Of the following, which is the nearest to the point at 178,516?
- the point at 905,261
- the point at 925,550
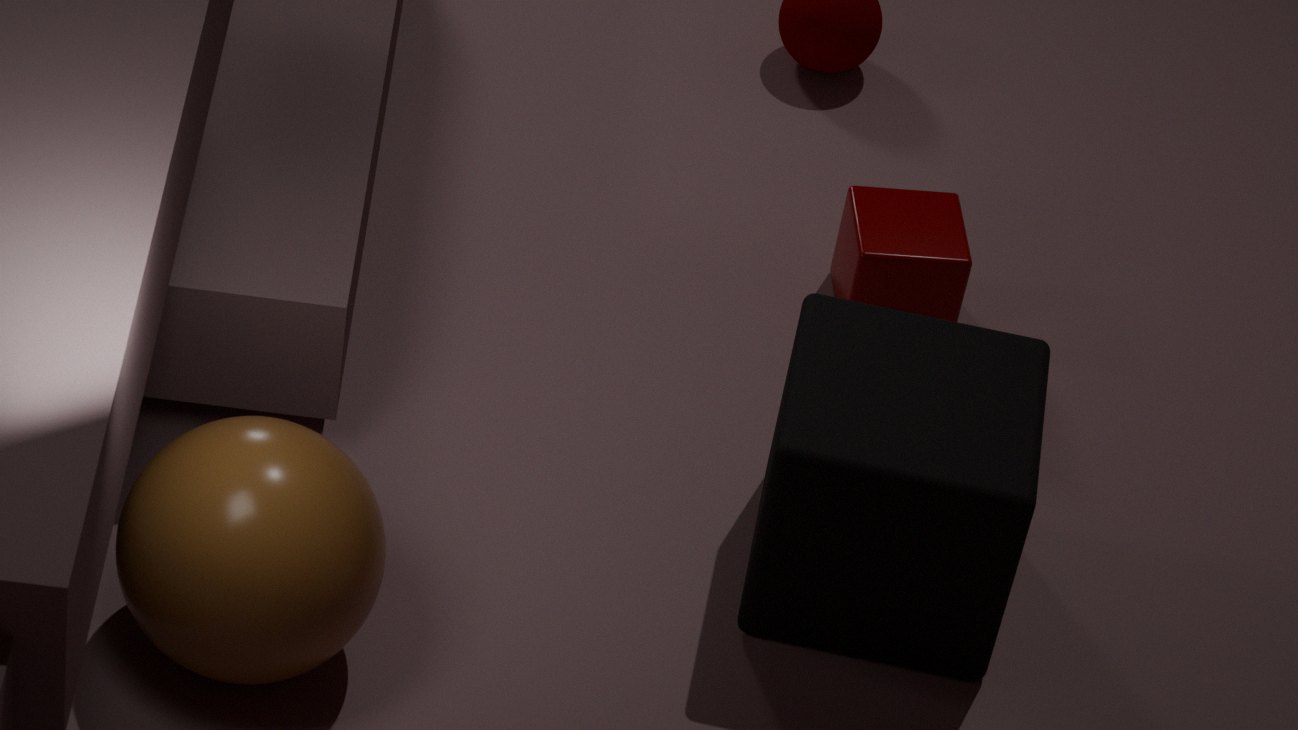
the point at 925,550
